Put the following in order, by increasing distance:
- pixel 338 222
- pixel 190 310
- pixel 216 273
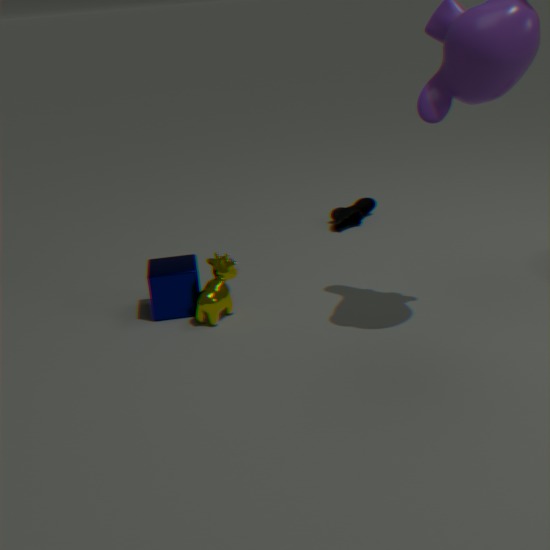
1. pixel 216 273
2. pixel 190 310
3. pixel 338 222
